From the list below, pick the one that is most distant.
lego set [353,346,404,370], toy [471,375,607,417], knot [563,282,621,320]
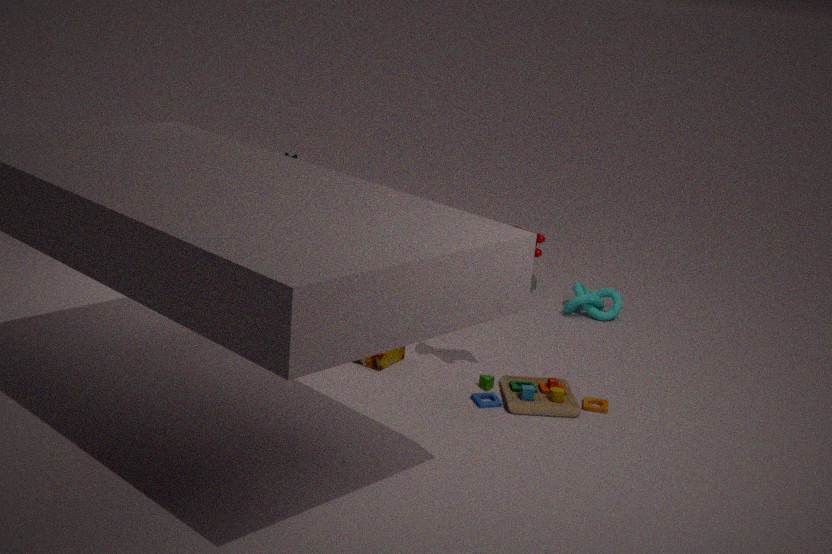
knot [563,282,621,320]
